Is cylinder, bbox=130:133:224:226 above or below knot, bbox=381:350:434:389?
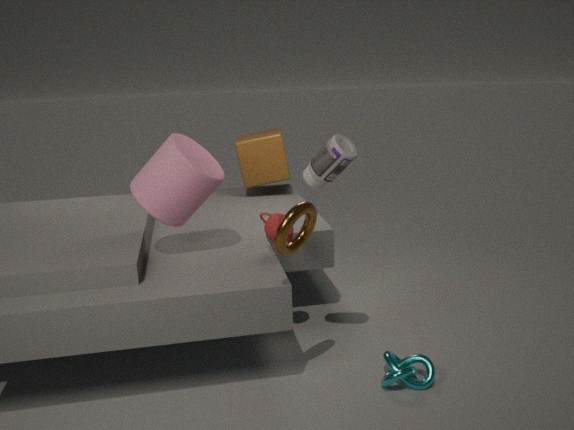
above
